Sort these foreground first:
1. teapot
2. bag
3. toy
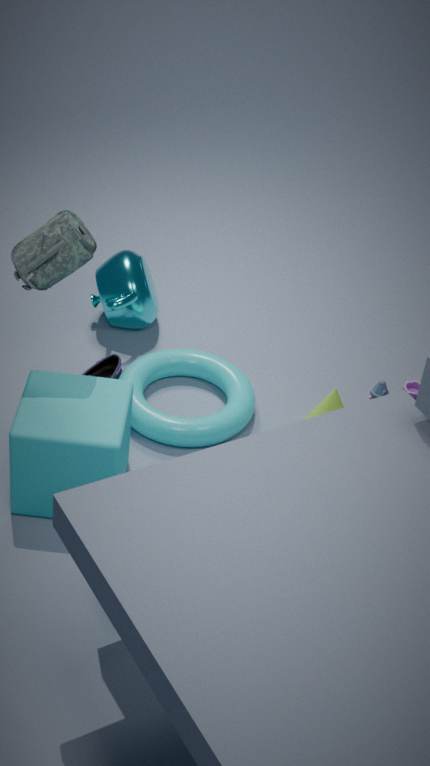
bag < toy < teapot
